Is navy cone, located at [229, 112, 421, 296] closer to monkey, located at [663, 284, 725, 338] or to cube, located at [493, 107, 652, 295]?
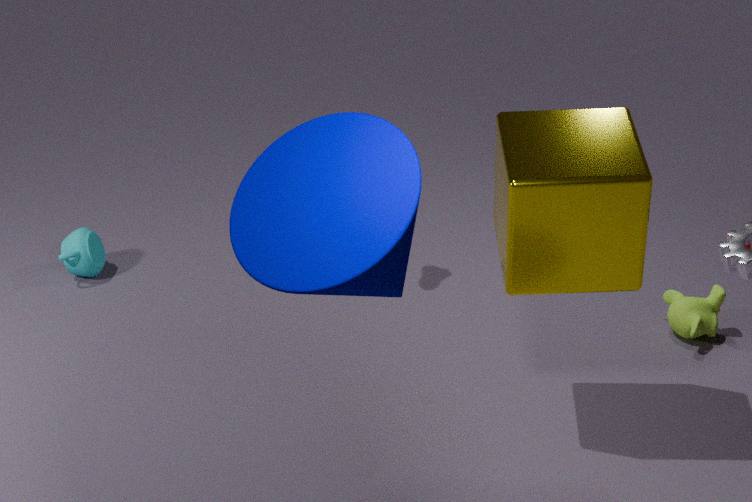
cube, located at [493, 107, 652, 295]
